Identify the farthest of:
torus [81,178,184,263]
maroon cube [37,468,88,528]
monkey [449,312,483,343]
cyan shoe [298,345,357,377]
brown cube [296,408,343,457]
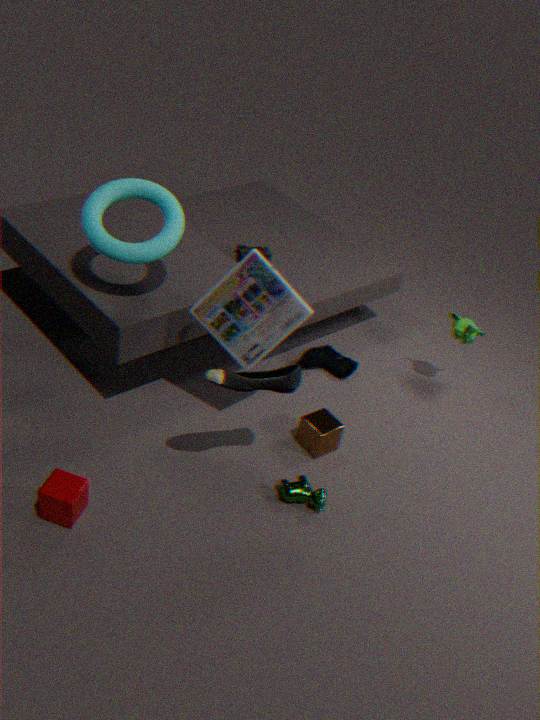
cyan shoe [298,345,357,377]
